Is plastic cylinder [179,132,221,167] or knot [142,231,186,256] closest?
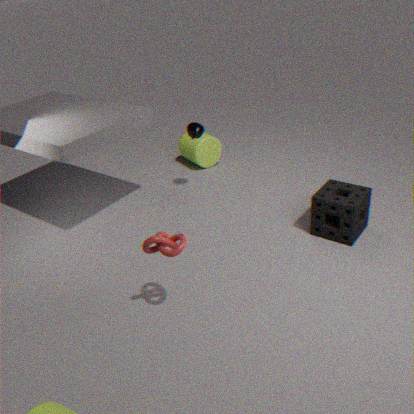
knot [142,231,186,256]
